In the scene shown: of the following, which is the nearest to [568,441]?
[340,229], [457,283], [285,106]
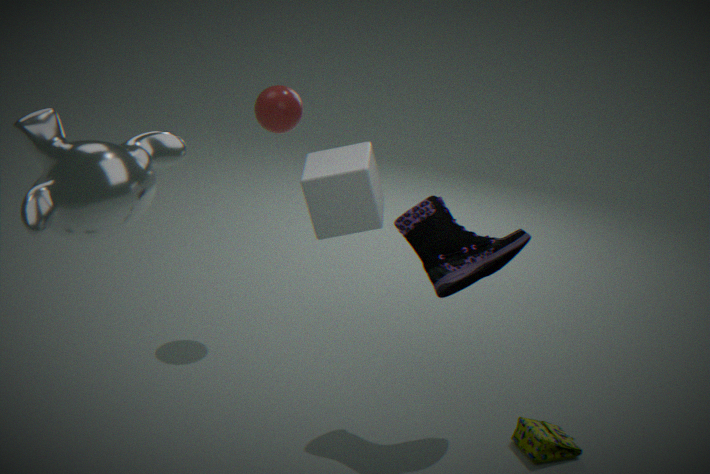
[457,283]
